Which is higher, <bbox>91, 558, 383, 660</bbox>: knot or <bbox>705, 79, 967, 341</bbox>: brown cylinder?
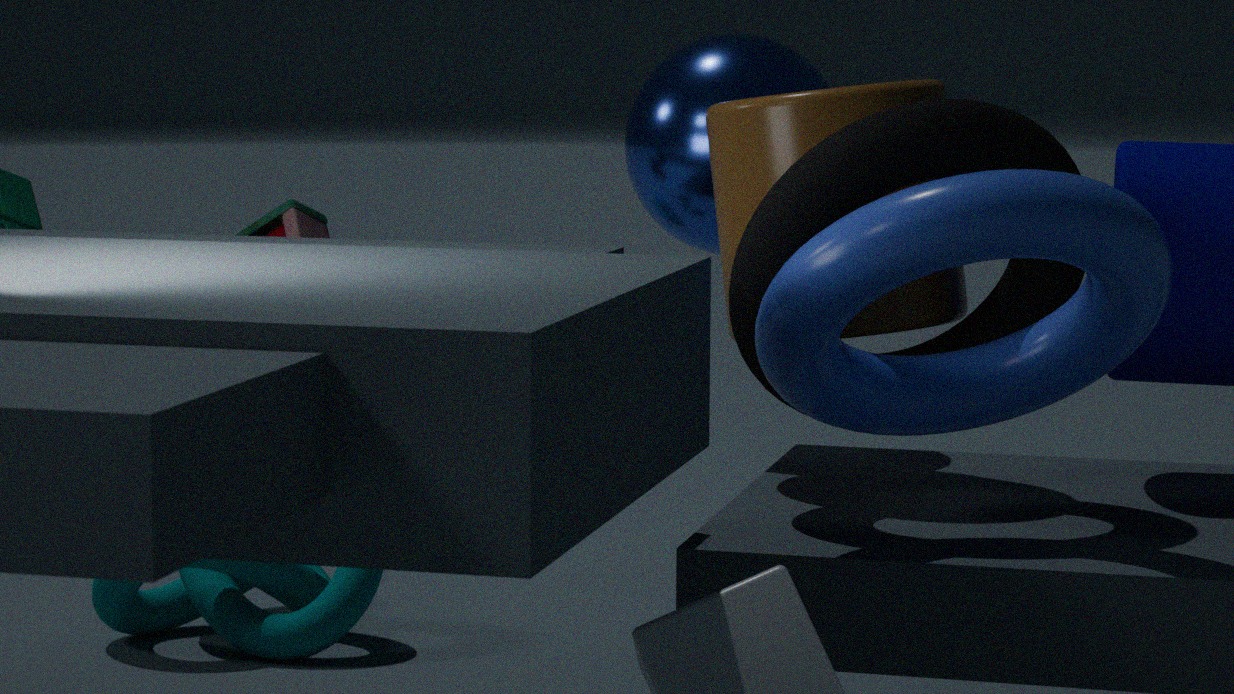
<bbox>705, 79, 967, 341</bbox>: brown cylinder
